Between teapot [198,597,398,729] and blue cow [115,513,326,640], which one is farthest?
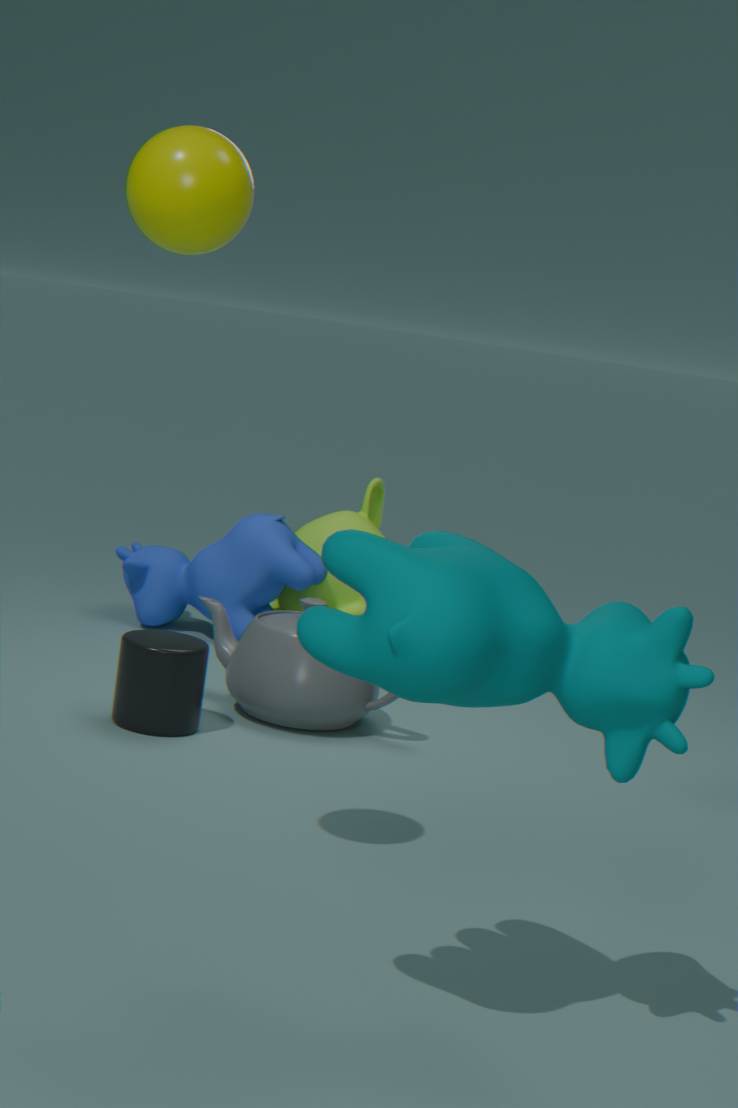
blue cow [115,513,326,640]
